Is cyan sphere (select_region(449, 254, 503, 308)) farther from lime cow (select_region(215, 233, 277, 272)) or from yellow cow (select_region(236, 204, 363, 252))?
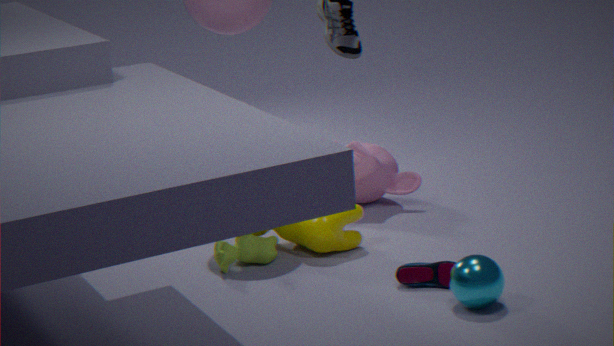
lime cow (select_region(215, 233, 277, 272))
